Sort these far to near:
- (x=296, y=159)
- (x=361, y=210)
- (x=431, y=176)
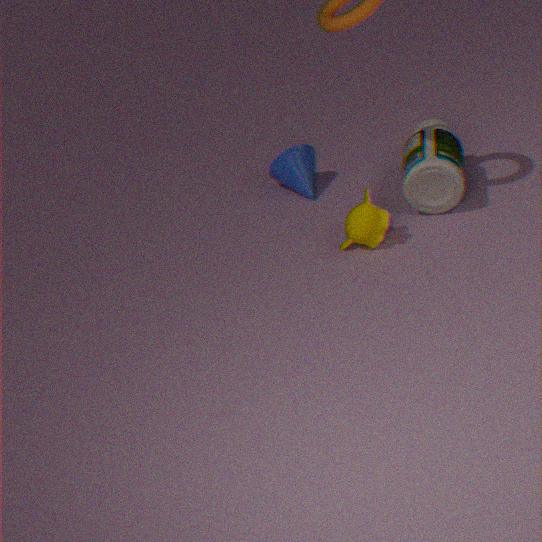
(x=296, y=159), (x=431, y=176), (x=361, y=210)
